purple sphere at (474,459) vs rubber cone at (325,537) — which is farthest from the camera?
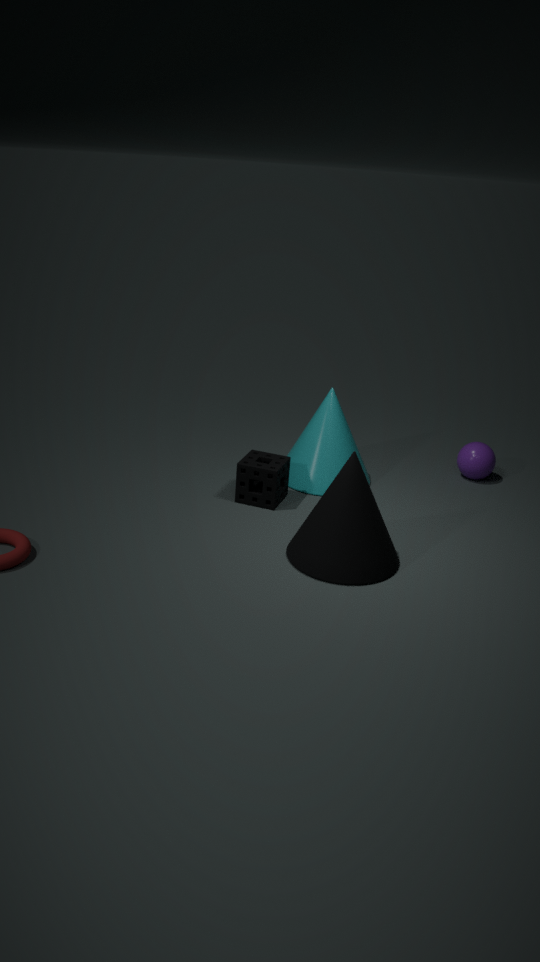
purple sphere at (474,459)
